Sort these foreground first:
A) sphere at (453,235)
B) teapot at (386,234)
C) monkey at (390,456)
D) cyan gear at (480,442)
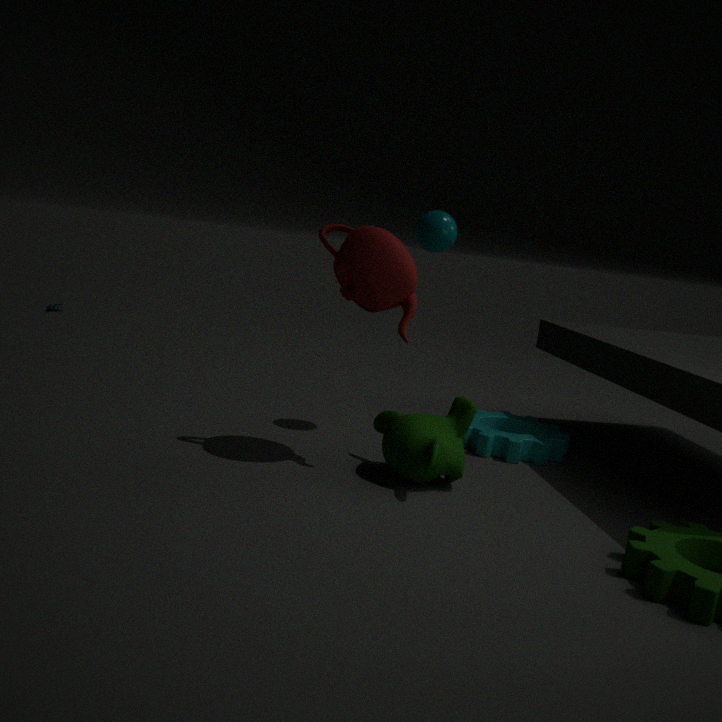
1. teapot at (386,234)
2. monkey at (390,456)
3. sphere at (453,235)
4. cyan gear at (480,442)
